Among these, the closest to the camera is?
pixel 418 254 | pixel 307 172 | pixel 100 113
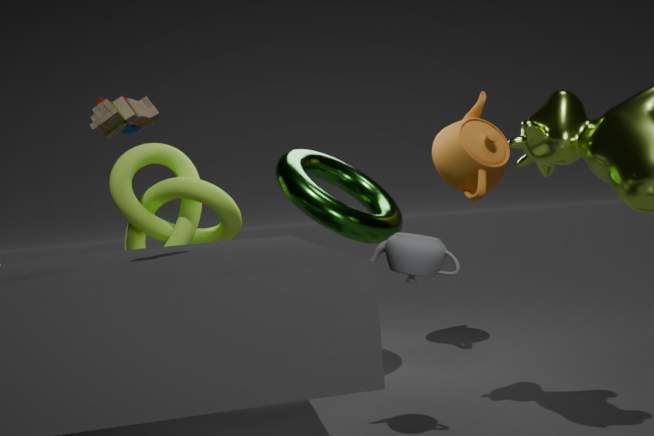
pixel 100 113
